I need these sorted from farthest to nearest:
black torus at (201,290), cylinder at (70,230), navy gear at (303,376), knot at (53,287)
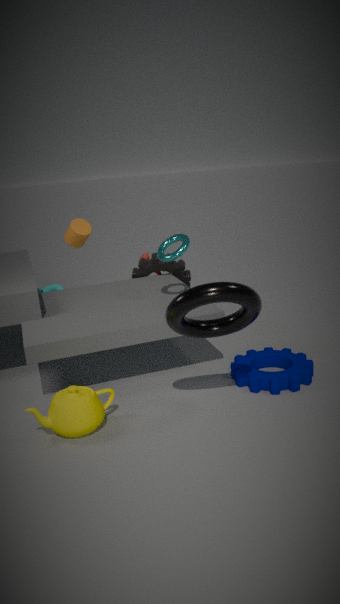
knot at (53,287) < cylinder at (70,230) < navy gear at (303,376) < black torus at (201,290)
